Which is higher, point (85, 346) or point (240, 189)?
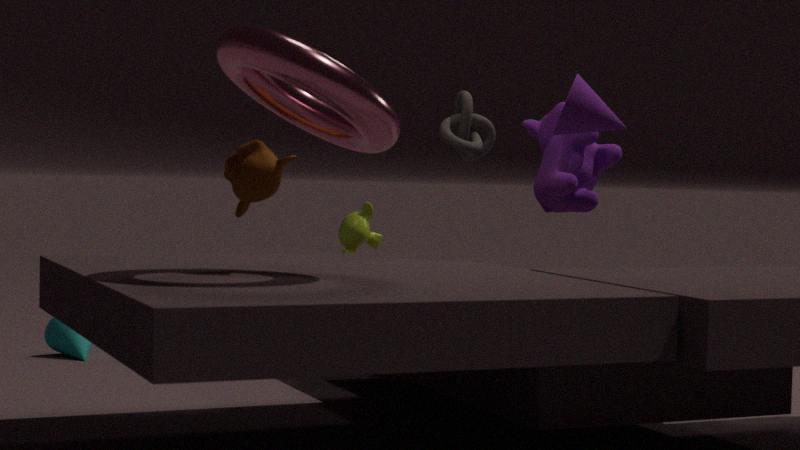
point (240, 189)
